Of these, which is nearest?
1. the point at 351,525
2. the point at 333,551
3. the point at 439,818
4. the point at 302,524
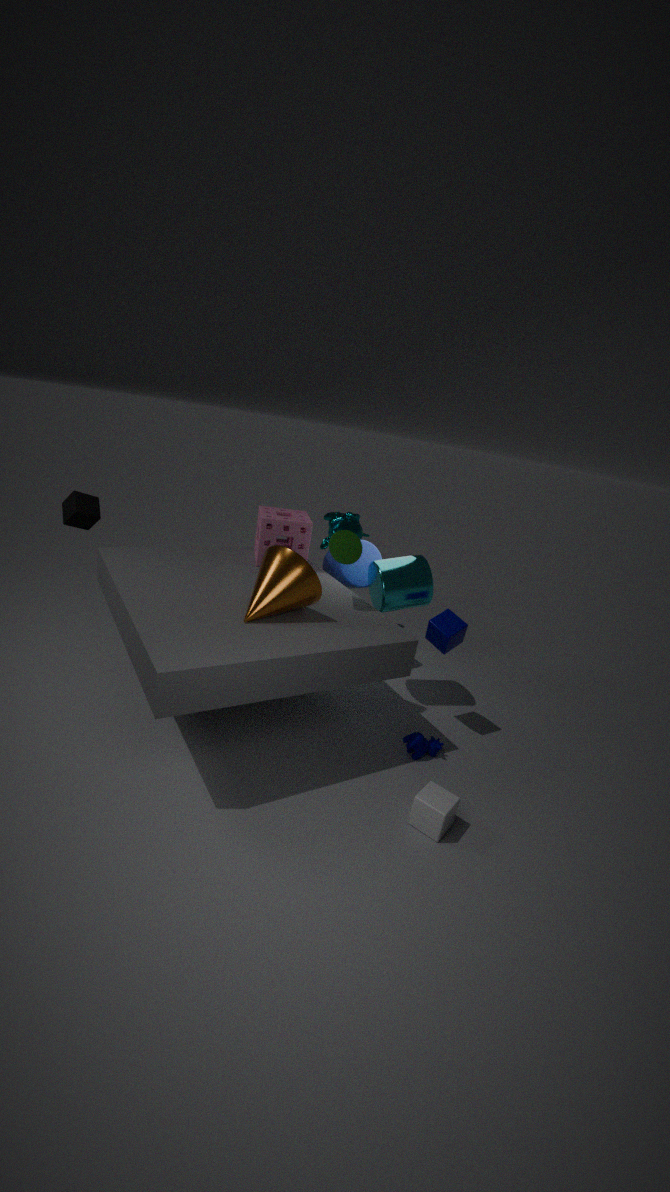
the point at 439,818
